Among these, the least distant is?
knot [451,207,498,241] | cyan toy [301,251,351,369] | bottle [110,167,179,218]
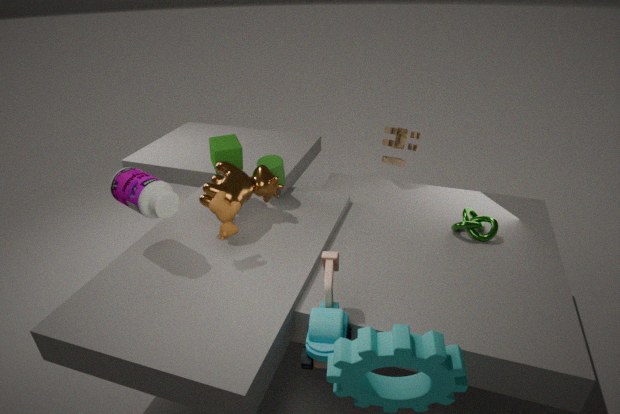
cyan toy [301,251,351,369]
